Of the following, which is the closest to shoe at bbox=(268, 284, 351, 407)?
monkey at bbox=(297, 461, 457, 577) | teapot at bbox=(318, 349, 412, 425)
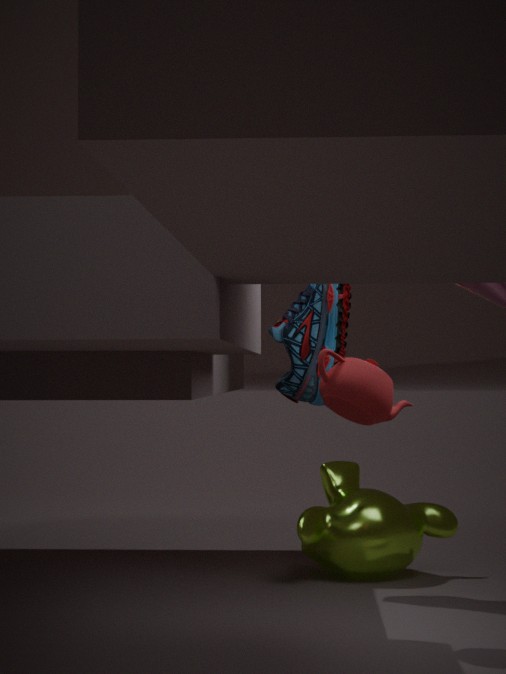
monkey at bbox=(297, 461, 457, 577)
